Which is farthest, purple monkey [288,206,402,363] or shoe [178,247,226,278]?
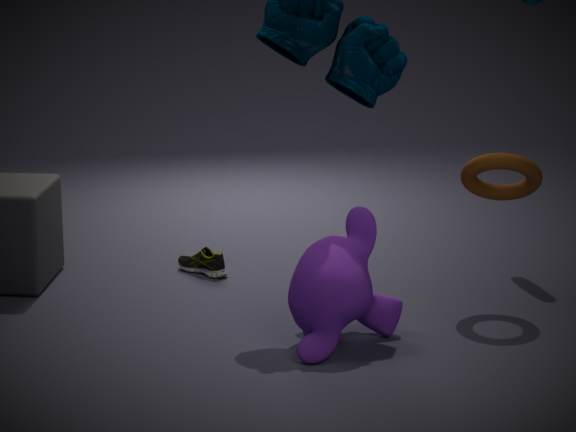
shoe [178,247,226,278]
